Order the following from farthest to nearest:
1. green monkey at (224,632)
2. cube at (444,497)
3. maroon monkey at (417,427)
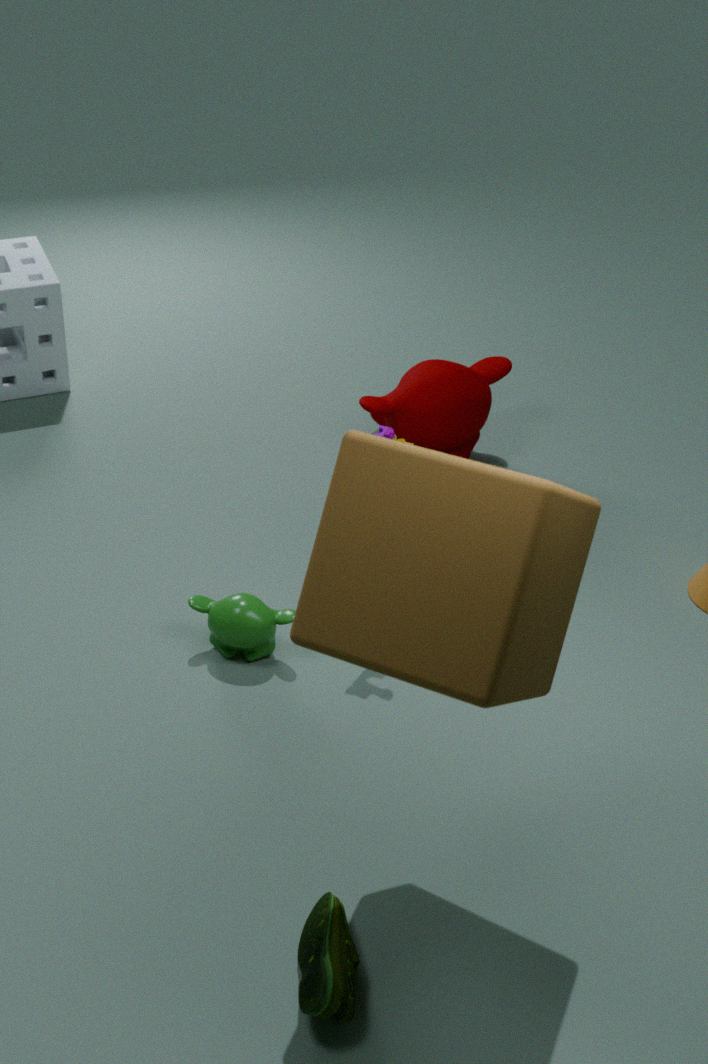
maroon monkey at (417,427)
green monkey at (224,632)
cube at (444,497)
